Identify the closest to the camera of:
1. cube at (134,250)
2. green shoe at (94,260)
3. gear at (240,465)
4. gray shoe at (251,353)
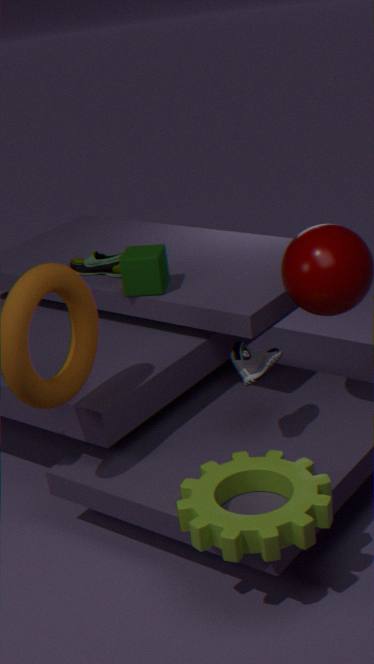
gear at (240,465)
